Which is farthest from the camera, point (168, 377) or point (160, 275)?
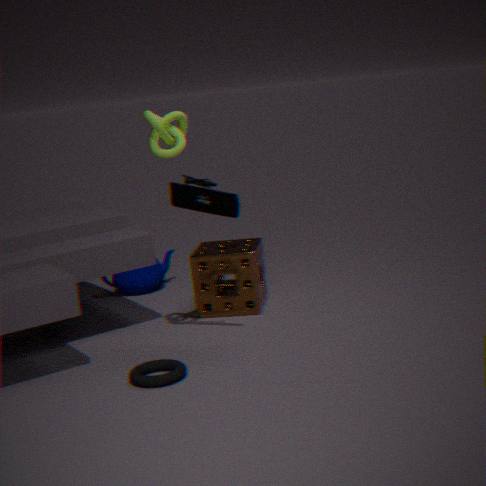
point (160, 275)
